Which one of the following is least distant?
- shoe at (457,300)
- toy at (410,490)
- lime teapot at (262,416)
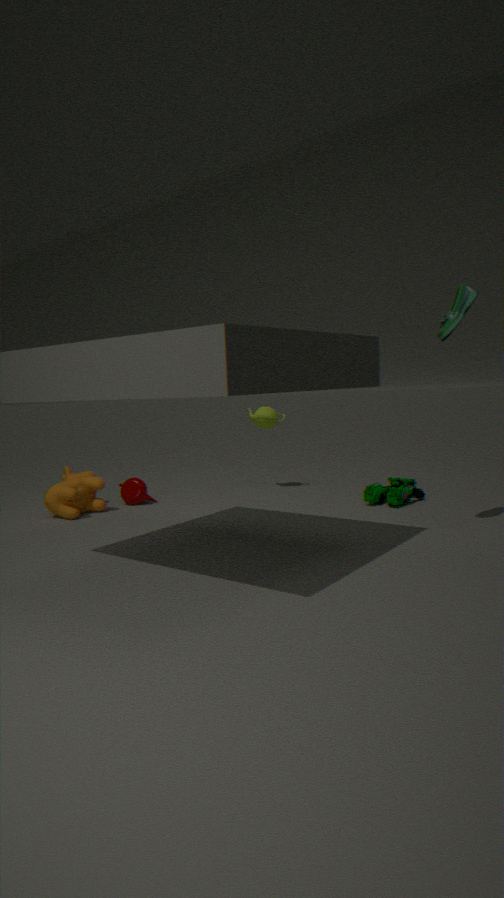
shoe at (457,300)
